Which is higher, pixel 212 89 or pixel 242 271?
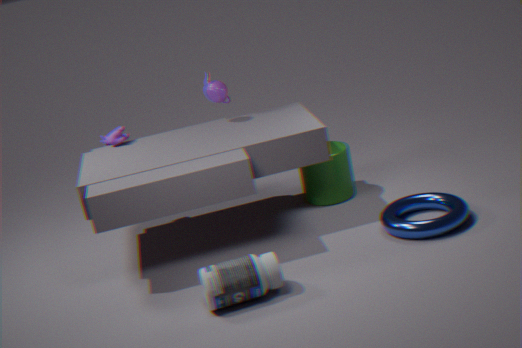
pixel 212 89
